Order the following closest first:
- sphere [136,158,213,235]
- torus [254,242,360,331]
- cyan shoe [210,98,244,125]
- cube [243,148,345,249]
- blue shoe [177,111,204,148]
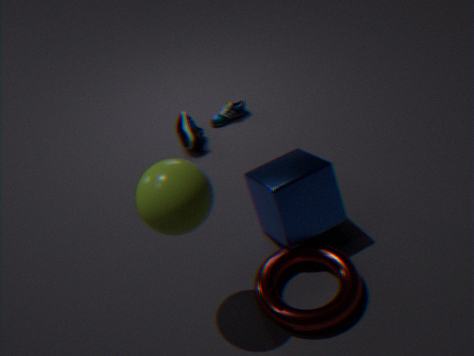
sphere [136,158,213,235]
torus [254,242,360,331]
cube [243,148,345,249]
blue shoe [177,111,204,148]
cyan shoe [210,98,244,125]
